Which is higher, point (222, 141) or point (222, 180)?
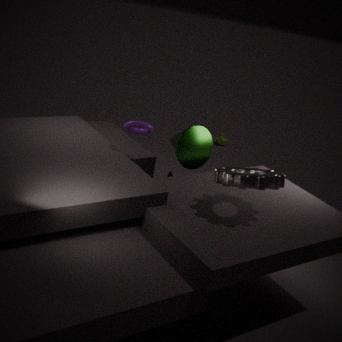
point (222, 180)
